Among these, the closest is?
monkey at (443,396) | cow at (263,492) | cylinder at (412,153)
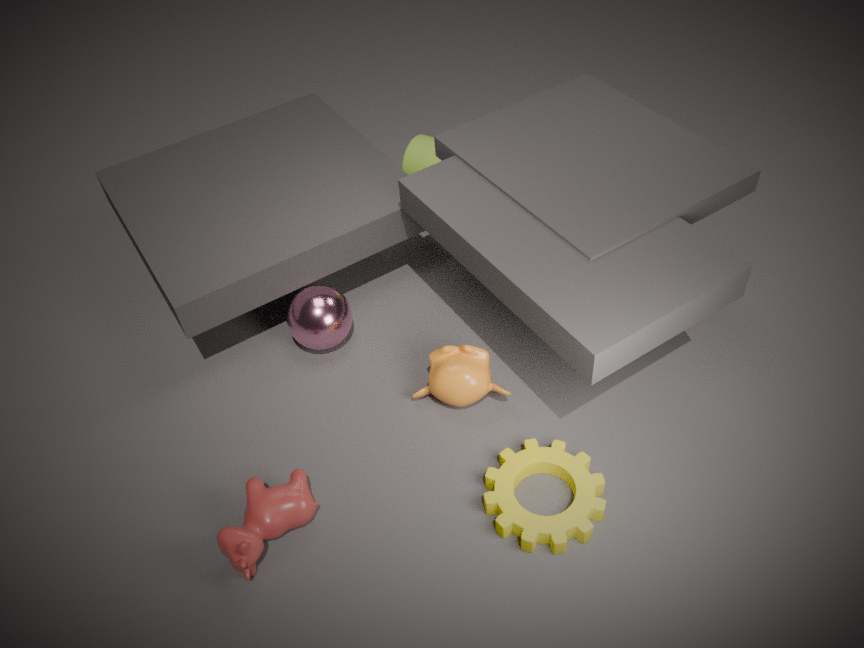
cow at (263,492)
